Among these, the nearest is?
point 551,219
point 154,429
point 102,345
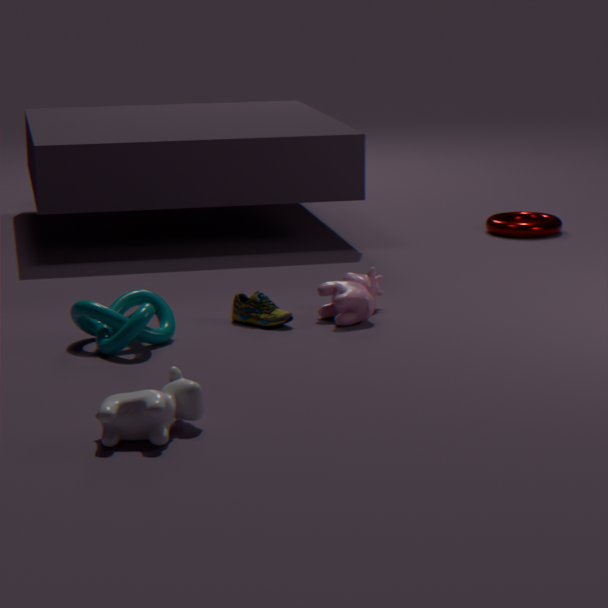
point 154,429
